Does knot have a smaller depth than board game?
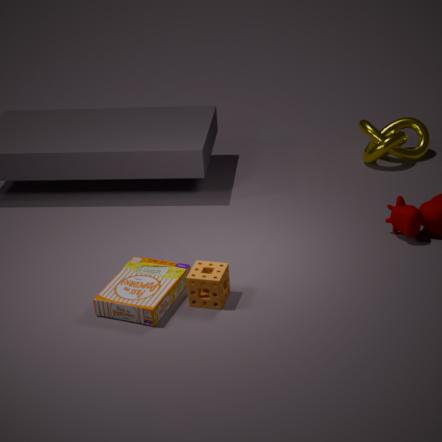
No
